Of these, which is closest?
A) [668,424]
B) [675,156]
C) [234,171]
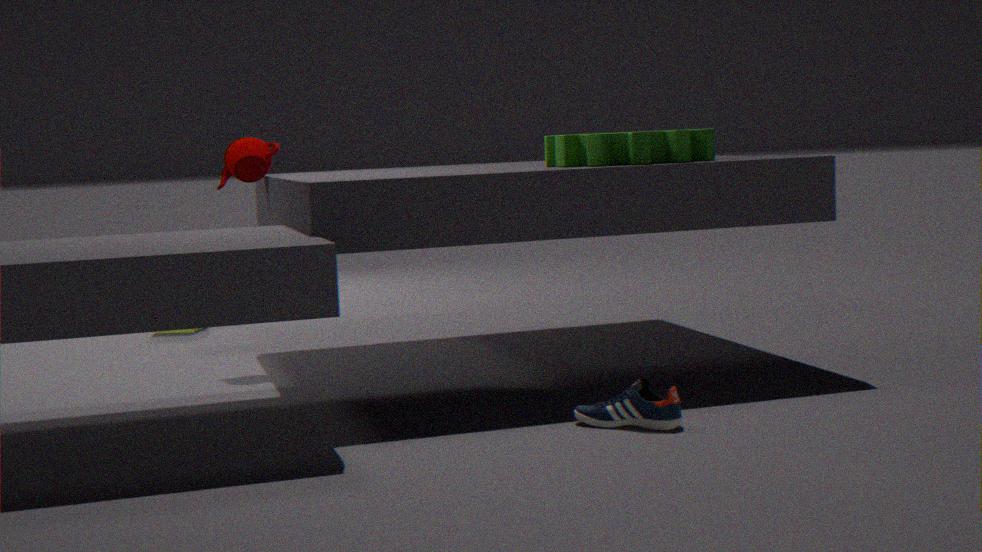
→ [668,424]
